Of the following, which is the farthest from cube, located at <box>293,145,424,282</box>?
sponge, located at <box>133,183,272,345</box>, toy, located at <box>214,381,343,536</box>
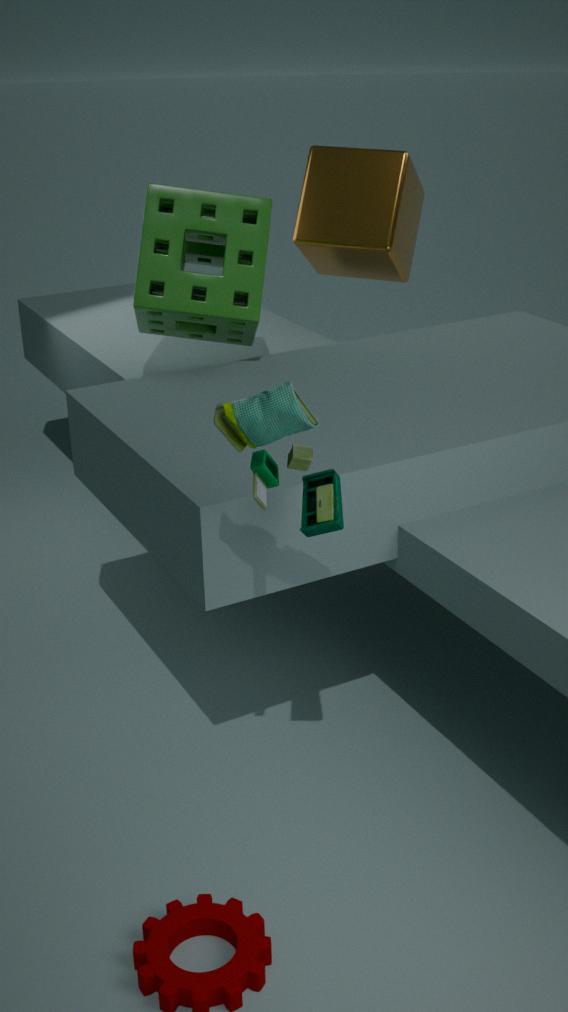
toy, located at <box>214,381,343,536</box>
